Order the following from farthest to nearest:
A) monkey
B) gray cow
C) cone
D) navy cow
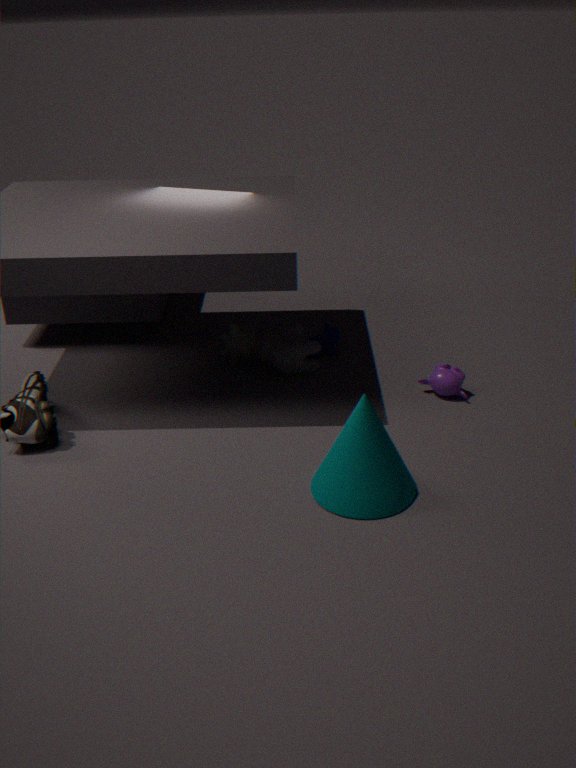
navy cow
gray cow
monkey
cone
